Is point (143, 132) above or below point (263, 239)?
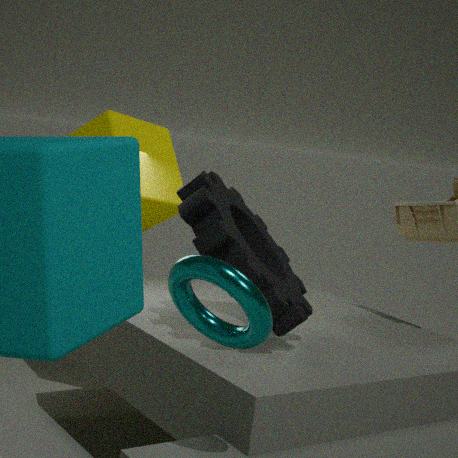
above
